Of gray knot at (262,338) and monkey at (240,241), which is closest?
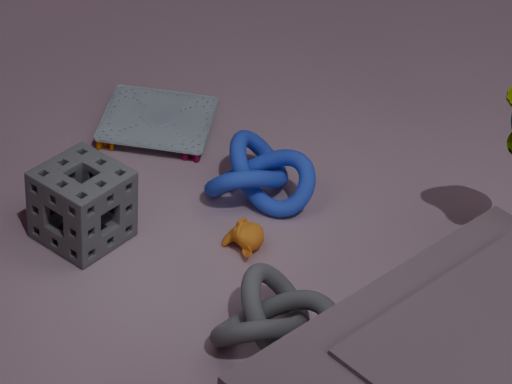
gray knot at (262,338)
